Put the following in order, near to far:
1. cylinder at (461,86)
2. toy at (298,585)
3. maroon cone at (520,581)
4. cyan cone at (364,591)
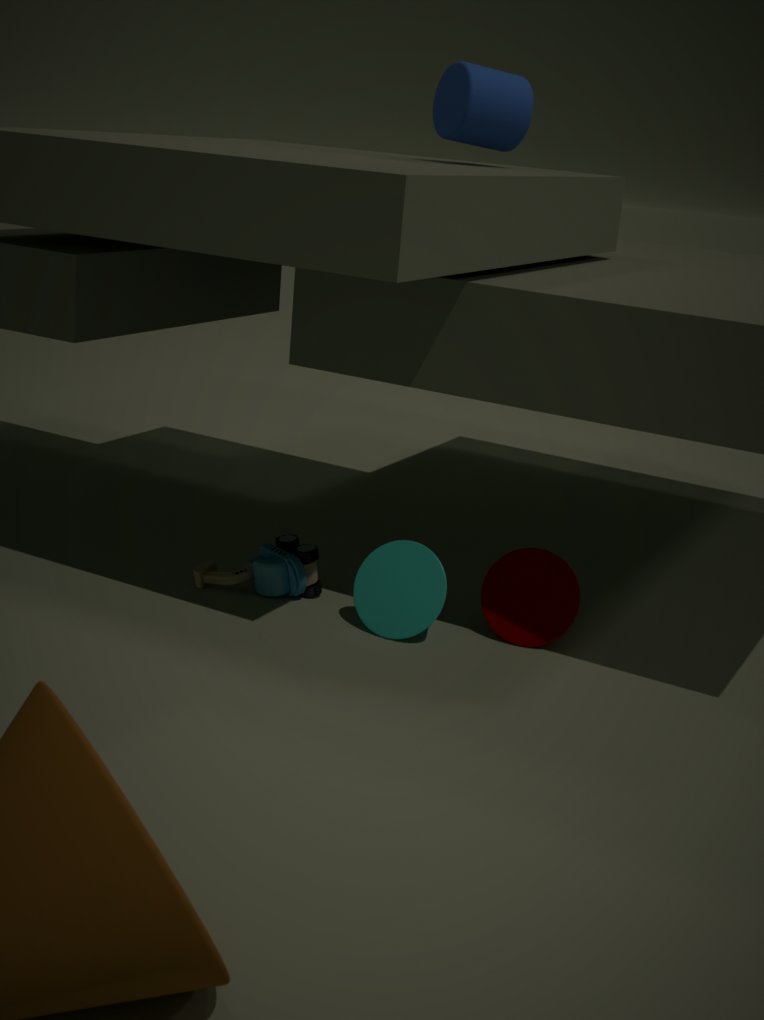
cyan cone at (364,591), maroon cone at (520,581), toy at (298,585), cylinder at (461,86)
